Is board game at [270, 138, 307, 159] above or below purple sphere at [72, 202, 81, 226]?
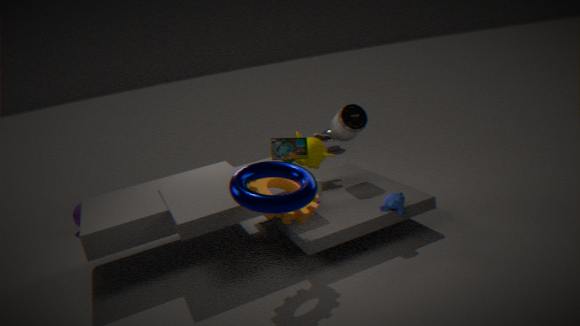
above
